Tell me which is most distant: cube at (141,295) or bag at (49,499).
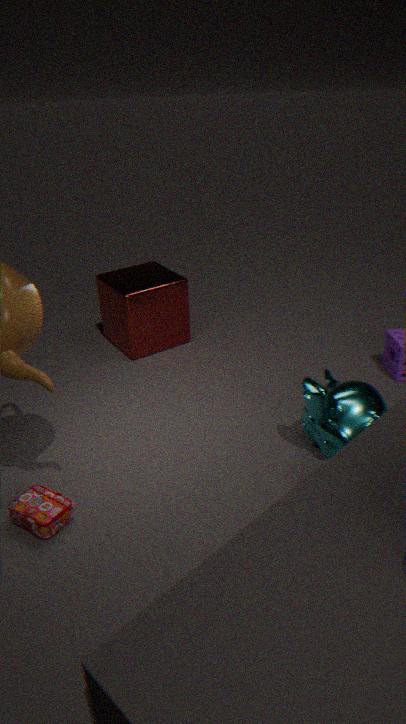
cube at (141,295)
